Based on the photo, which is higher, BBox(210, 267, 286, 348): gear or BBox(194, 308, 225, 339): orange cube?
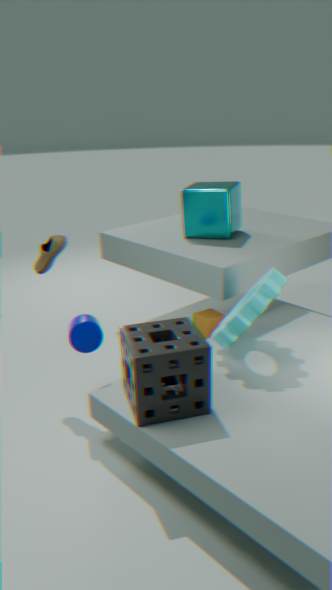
BBox(210, 267, 286, 348): gear
